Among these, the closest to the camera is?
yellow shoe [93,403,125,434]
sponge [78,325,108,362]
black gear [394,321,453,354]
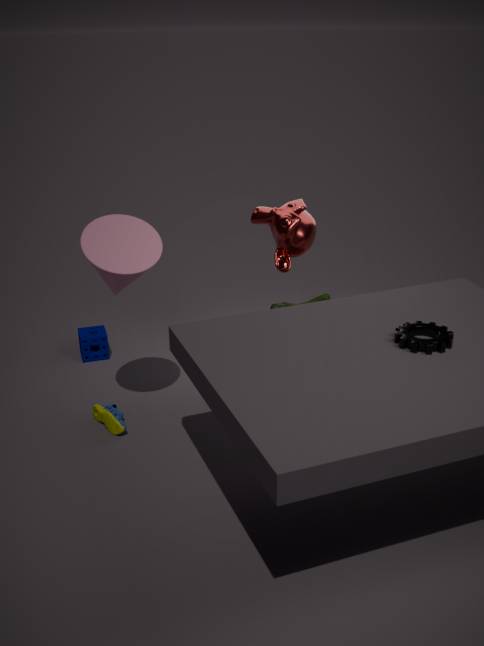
black gear [394,321,453,354]
